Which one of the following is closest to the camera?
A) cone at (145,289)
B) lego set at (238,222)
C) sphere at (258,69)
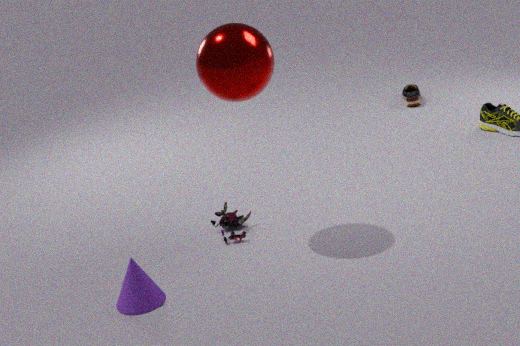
A. cone at (145,289)
